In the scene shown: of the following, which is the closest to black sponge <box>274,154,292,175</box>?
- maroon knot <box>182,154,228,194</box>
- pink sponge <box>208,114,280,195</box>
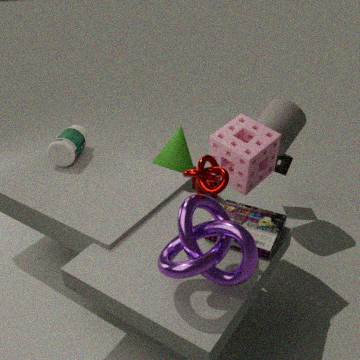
pink sponge <box>208,114,280,195</box>
